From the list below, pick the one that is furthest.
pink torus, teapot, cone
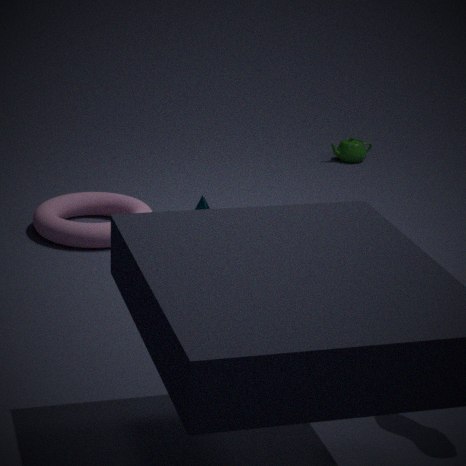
teapot
